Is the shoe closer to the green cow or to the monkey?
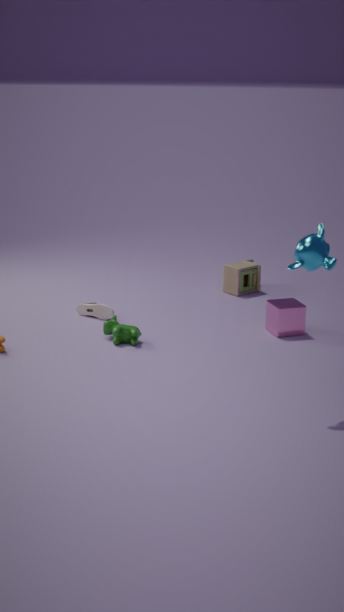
the green cow
